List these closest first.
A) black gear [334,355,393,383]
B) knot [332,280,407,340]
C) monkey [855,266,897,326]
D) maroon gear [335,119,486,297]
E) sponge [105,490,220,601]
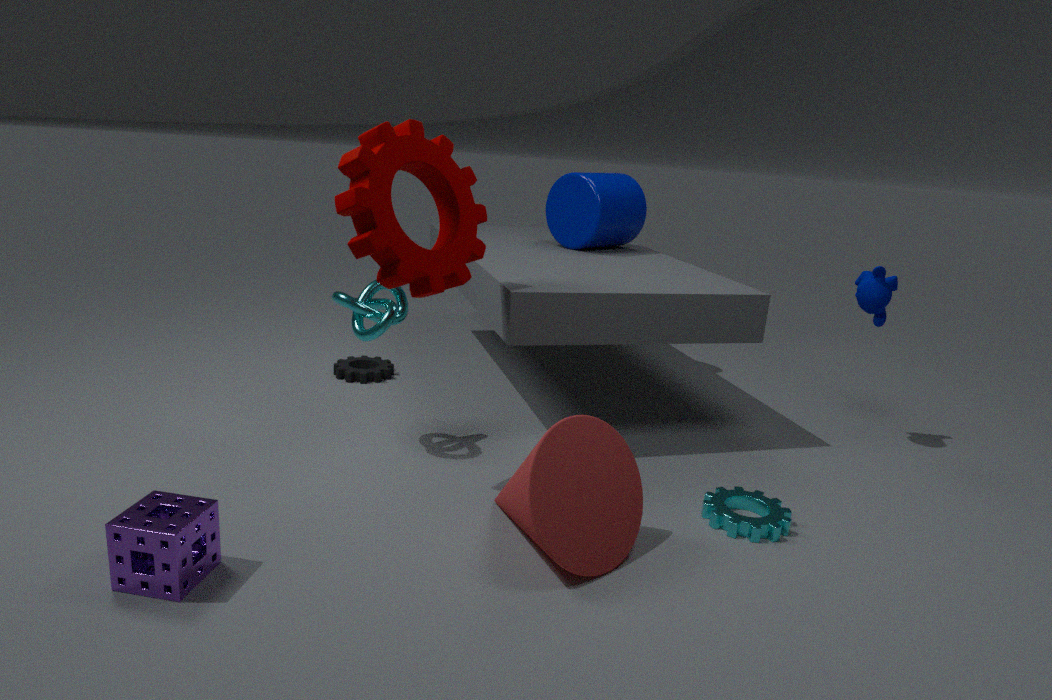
E. sponge [105,490,220,601] < D. maroon gear [335,119,486,297] < B. knot [332,280,407,340] < C. monkey [855,266,897,326] < A. black gear [334,355,393,383]
